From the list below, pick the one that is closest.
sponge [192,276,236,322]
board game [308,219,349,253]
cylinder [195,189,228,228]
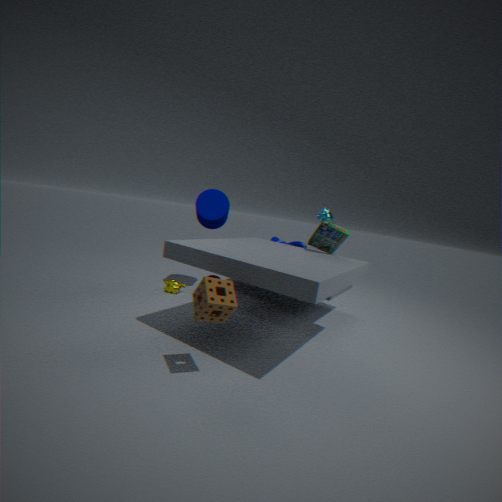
sponge [192,276,236,322]
